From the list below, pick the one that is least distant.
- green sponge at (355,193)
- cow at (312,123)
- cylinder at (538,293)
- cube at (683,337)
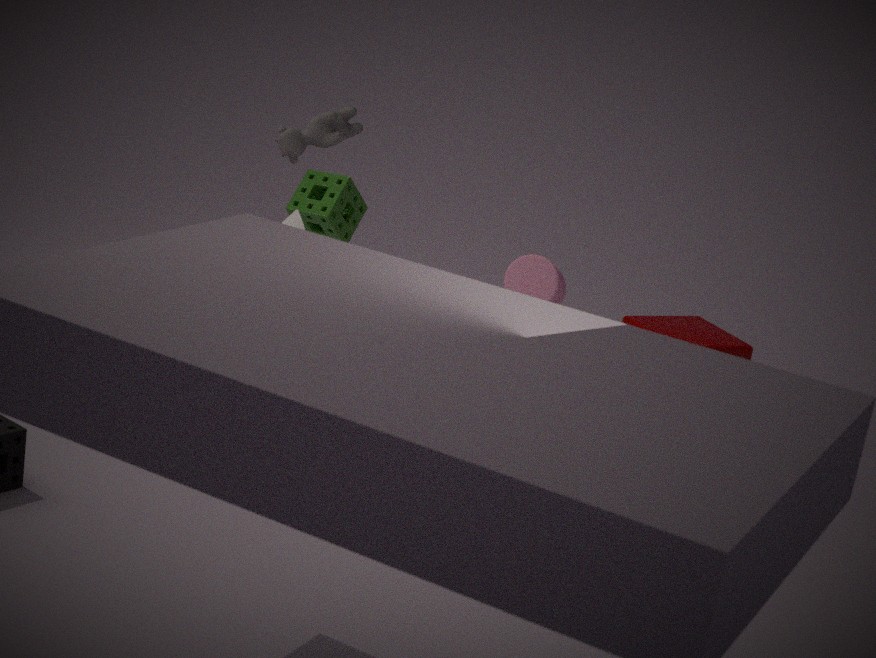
cow at (312,123)
